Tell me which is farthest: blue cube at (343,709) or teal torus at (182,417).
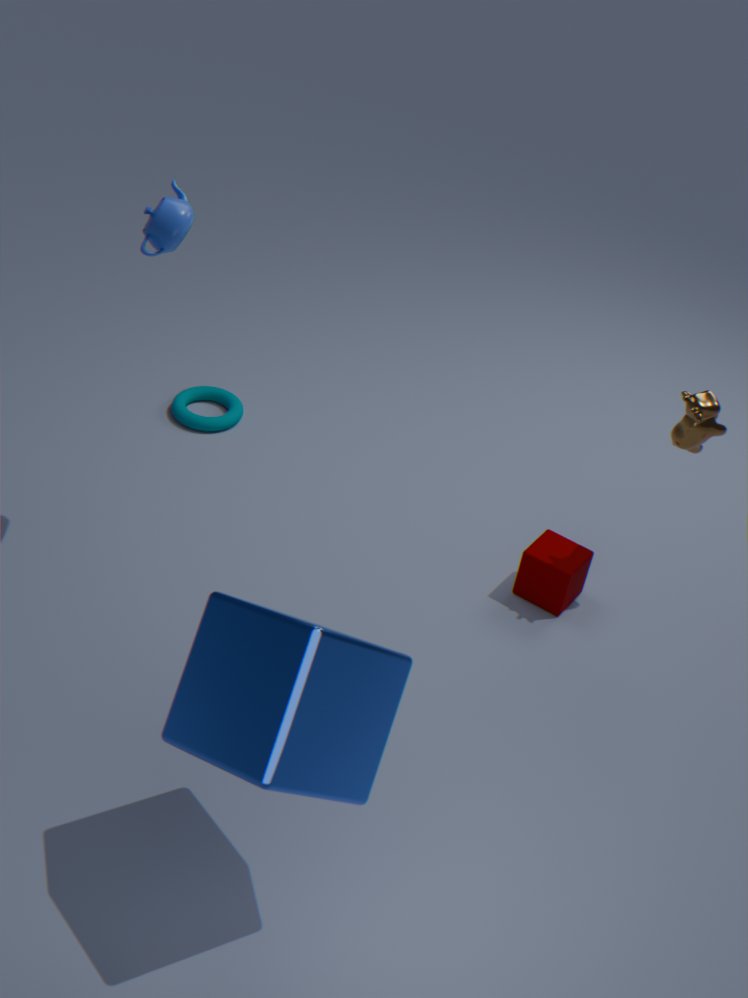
teal torus at (182,417)
